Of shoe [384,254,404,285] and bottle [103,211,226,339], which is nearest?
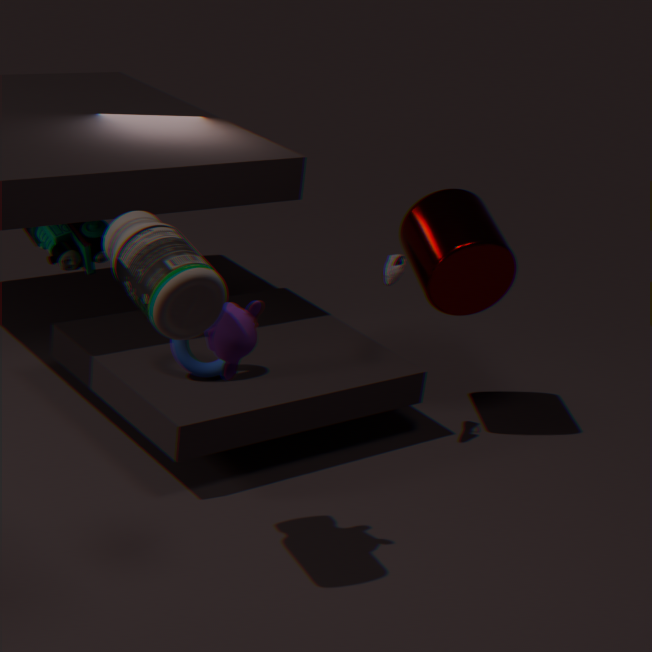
bottle [103,211,226,339]
